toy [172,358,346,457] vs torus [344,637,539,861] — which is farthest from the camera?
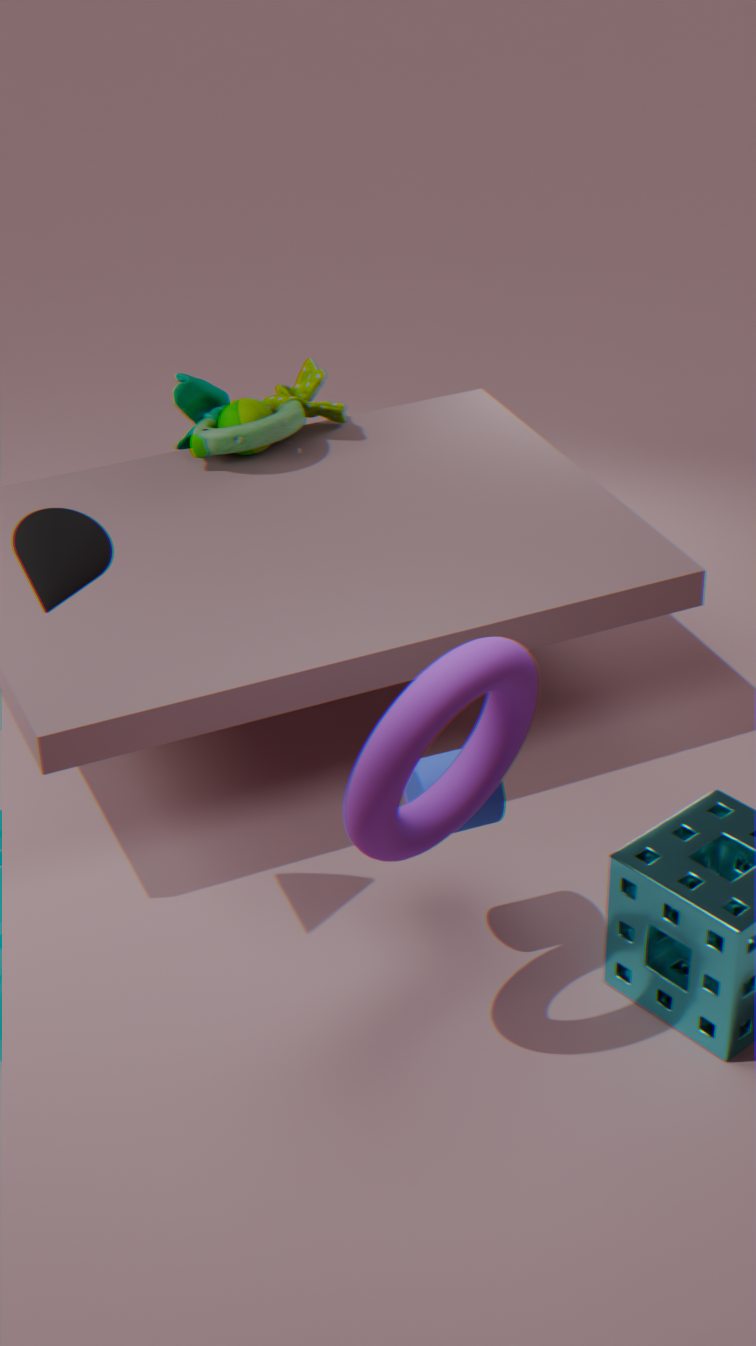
toy [172,358,346,457]
